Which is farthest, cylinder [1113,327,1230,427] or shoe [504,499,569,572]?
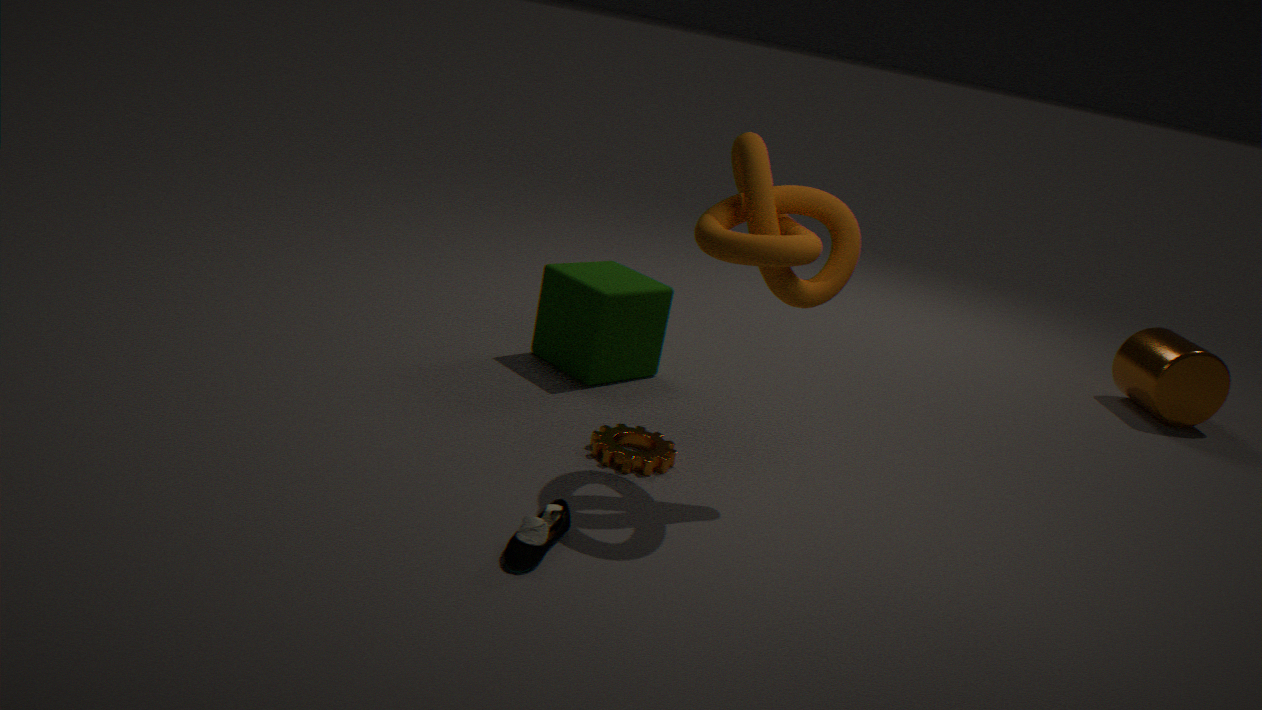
cylinder [1113,327,1230,427]
